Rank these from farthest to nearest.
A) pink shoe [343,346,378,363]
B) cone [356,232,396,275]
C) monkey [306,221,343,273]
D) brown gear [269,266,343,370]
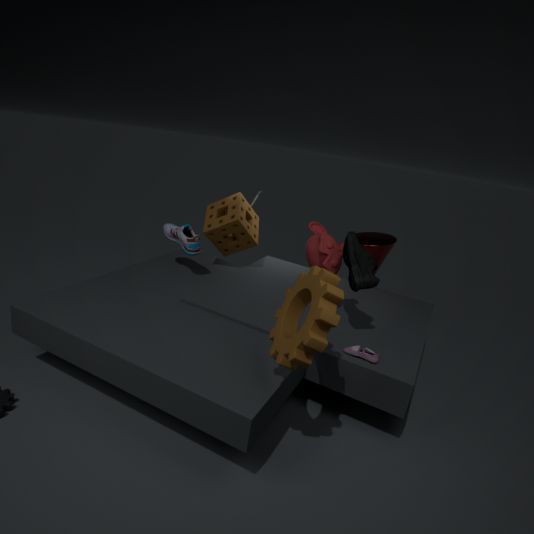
cone [356,232,396,275]
monkey [306,221,343,273]
pink shoe [343,346,378,363]
brown gear [269,266,343,370]
